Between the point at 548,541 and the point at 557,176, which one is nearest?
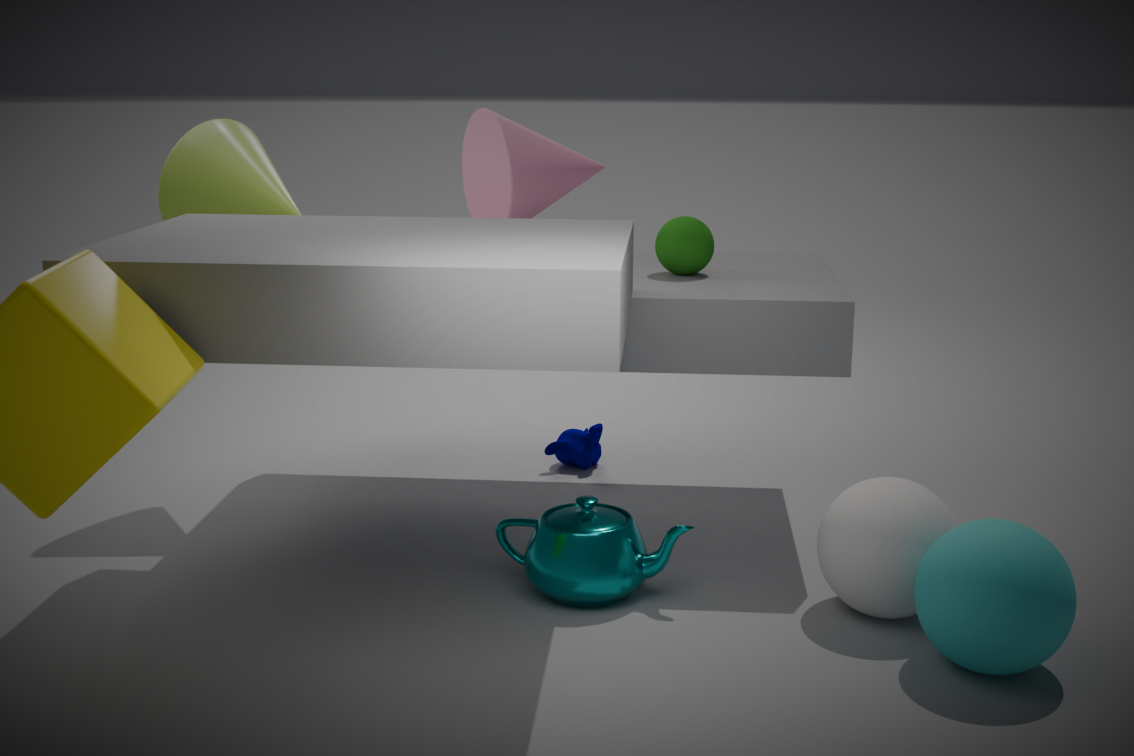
the point at 548,541
